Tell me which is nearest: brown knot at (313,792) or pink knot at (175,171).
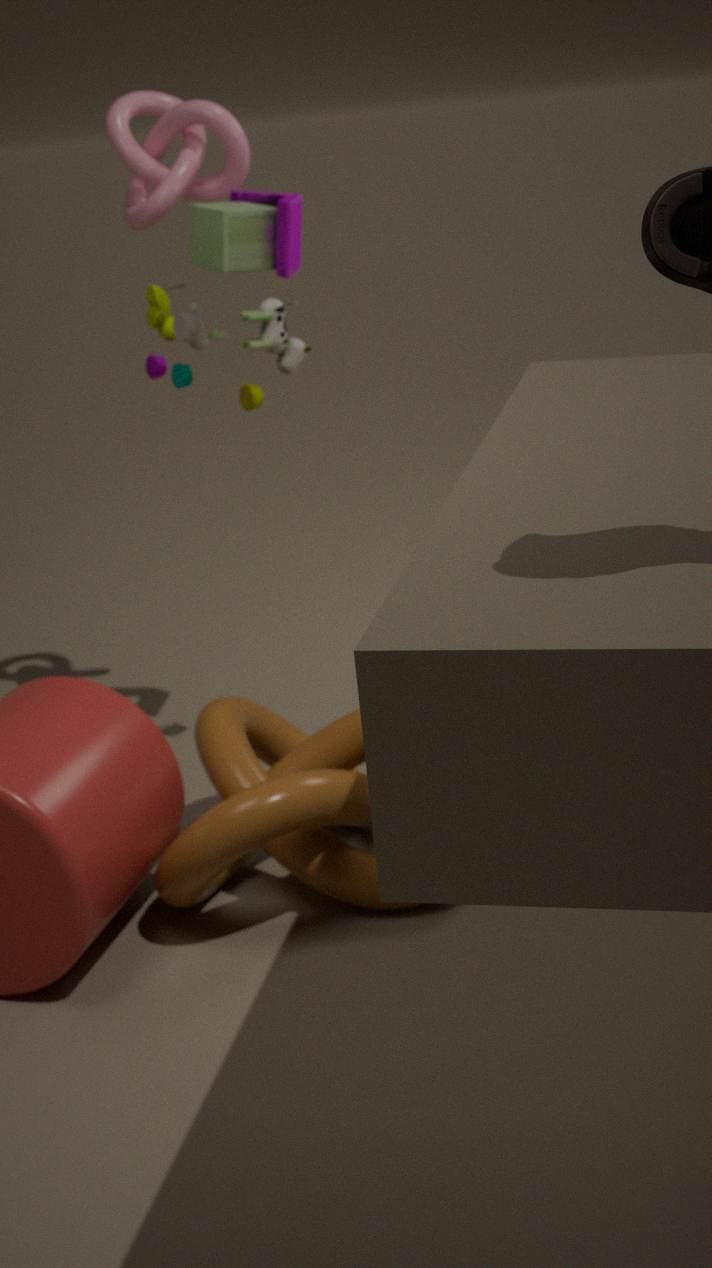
brown knot at (313,792)
